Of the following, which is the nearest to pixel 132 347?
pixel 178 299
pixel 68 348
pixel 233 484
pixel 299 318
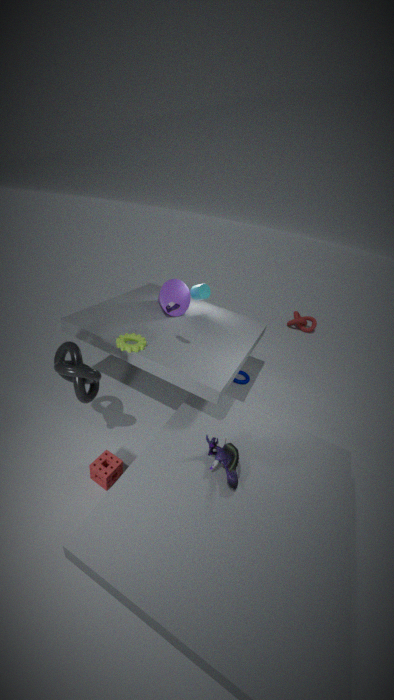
pixel 68 348
